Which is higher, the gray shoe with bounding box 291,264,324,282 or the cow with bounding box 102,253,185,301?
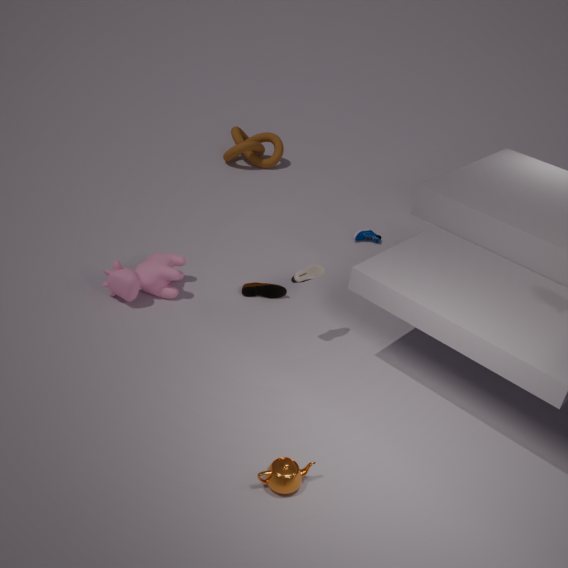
the gray shoe with bounding box 291,264,324,282
